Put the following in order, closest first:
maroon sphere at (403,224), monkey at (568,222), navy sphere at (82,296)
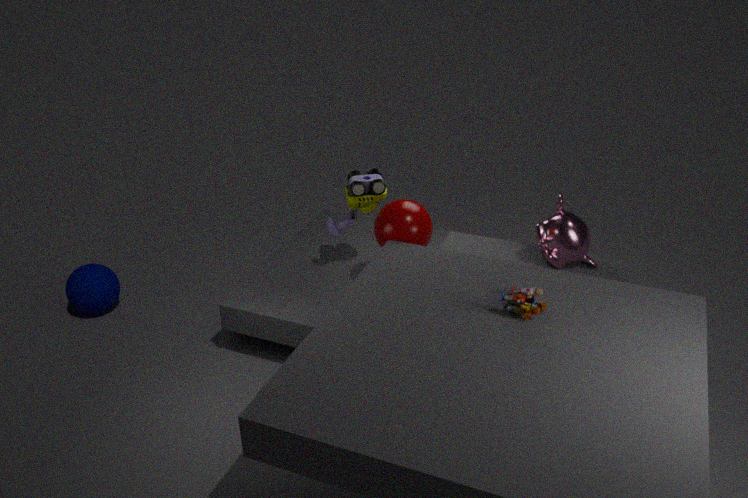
1. maroon sphere at (403,224)
2. monkey at (568,222)
3. navy sphere at (82,296)
